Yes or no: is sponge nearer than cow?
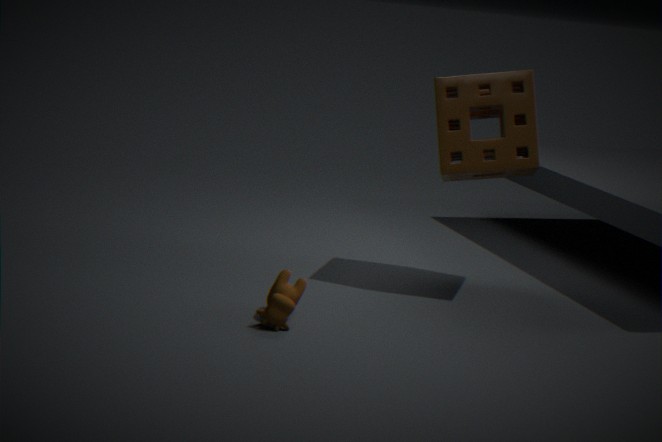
No
